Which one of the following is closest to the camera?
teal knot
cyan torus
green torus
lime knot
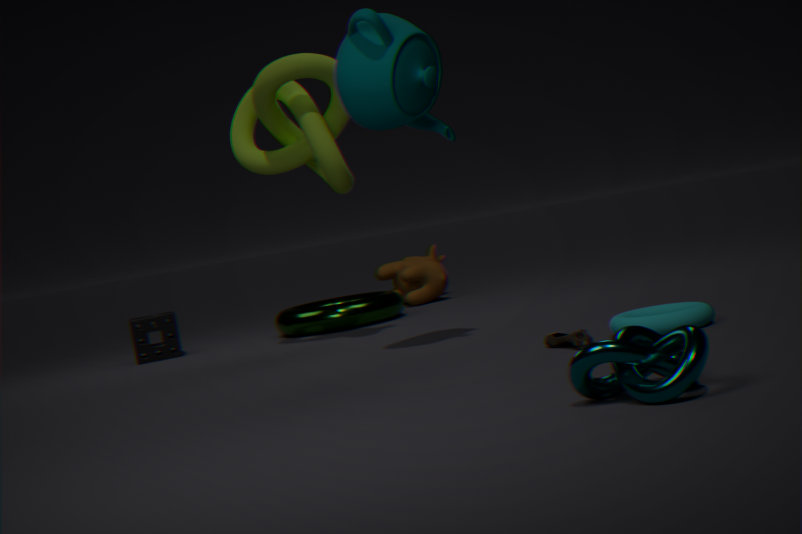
teal knot
